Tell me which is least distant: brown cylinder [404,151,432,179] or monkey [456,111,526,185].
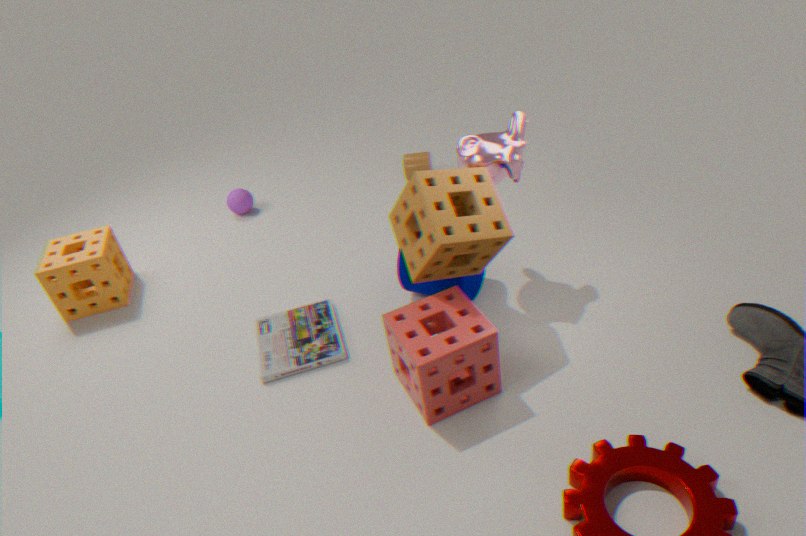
monkey [456,111,526,185]
